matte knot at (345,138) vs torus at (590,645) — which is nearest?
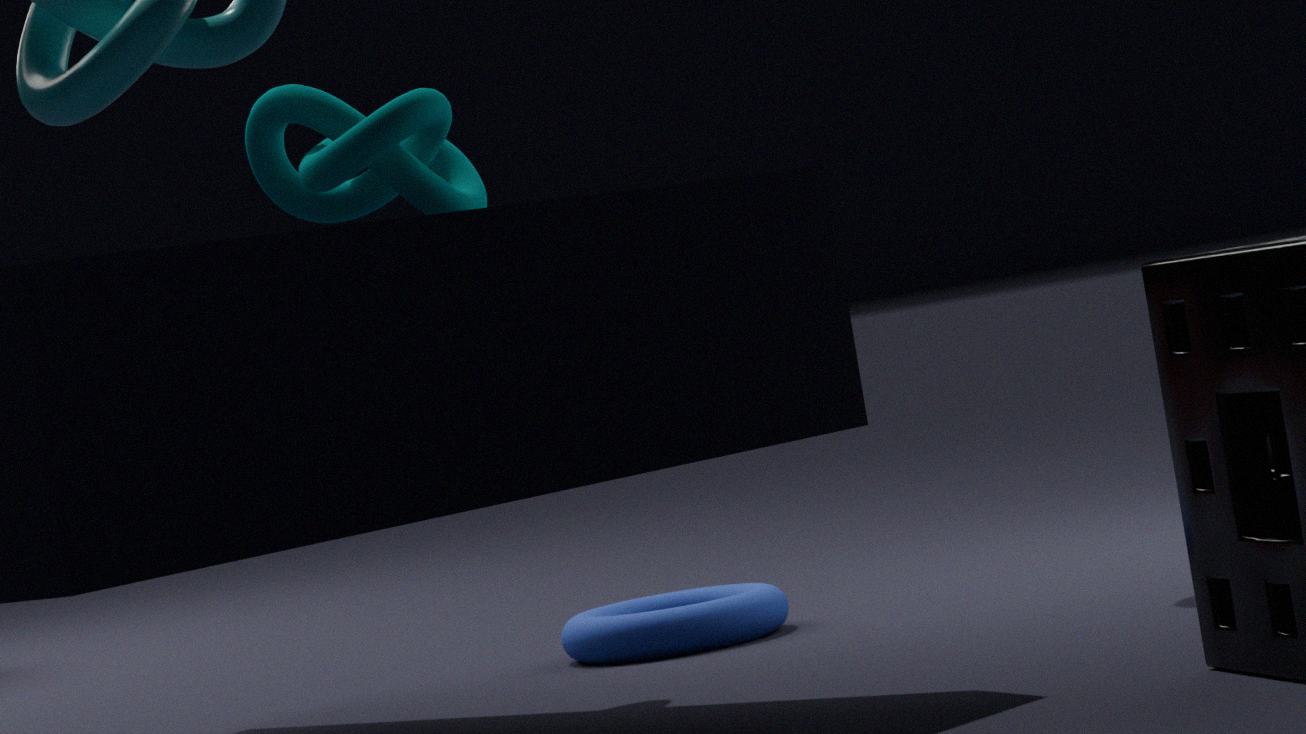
matte knot at (345,138)
